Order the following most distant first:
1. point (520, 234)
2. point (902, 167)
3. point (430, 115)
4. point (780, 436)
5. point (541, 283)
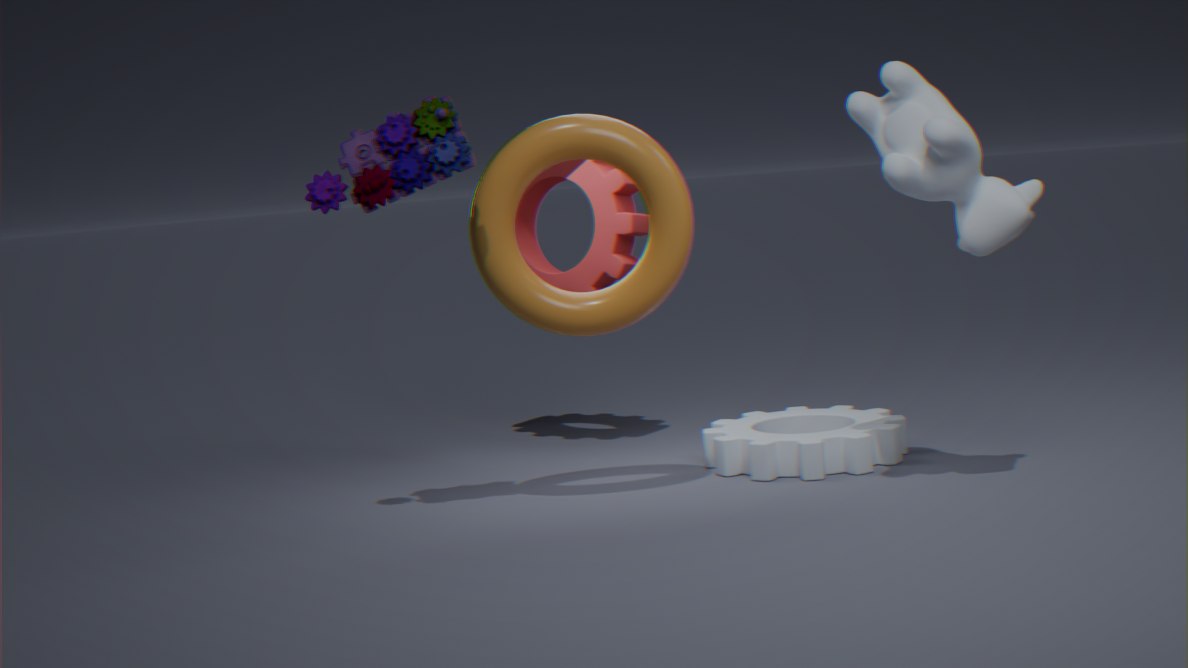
1. point (520, 234)
2. point (780, 436)
3. point (541, 283)
4. point (430, 115)
5. point (902, 167)
